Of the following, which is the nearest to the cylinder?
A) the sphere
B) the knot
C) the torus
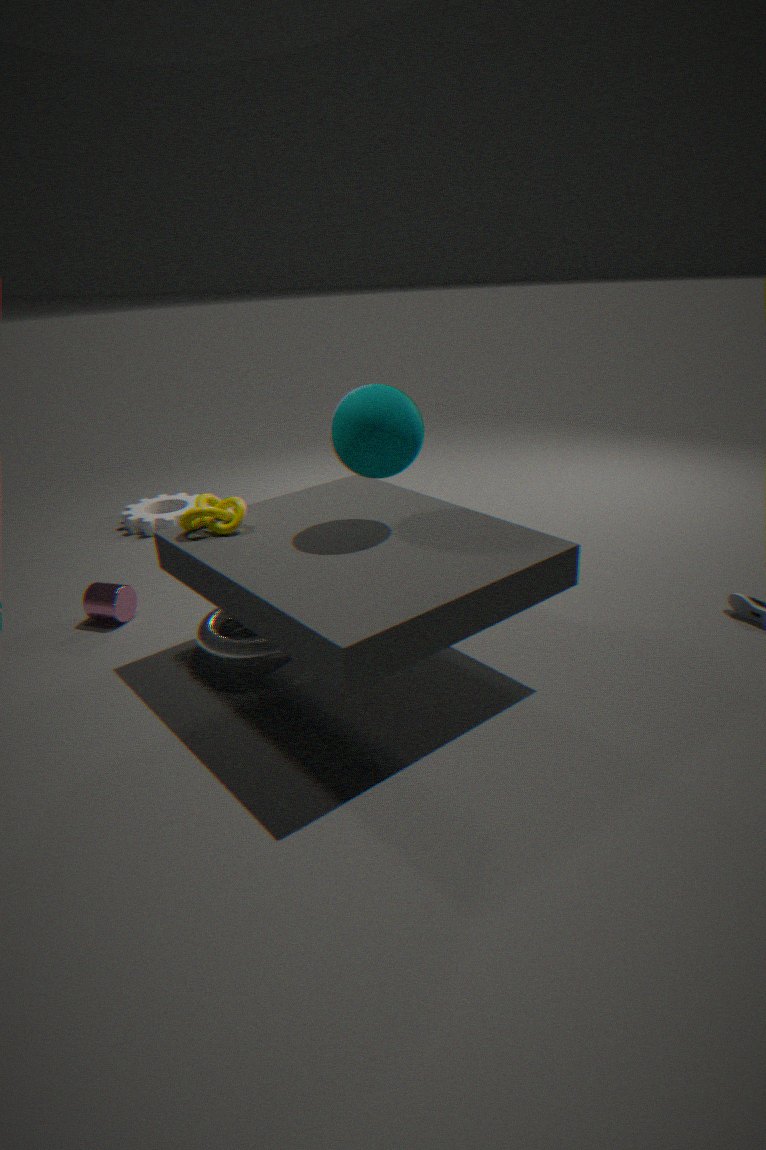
the torus
